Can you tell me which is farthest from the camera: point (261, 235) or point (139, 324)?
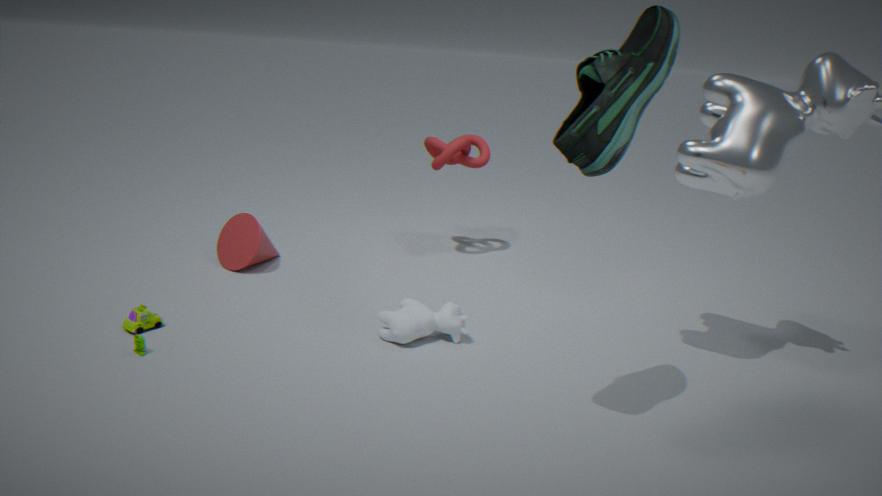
point (261, 235)
